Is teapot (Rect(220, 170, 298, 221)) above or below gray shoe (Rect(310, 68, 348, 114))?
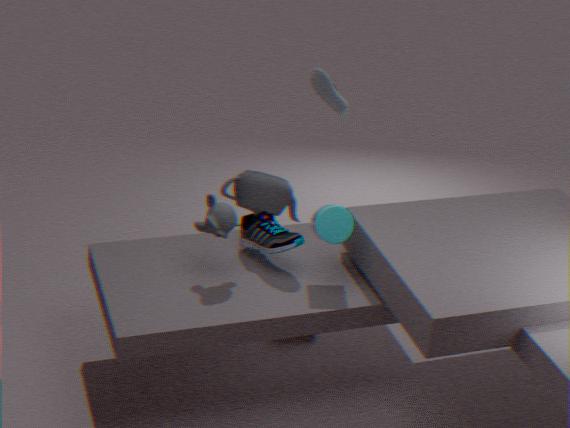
below
